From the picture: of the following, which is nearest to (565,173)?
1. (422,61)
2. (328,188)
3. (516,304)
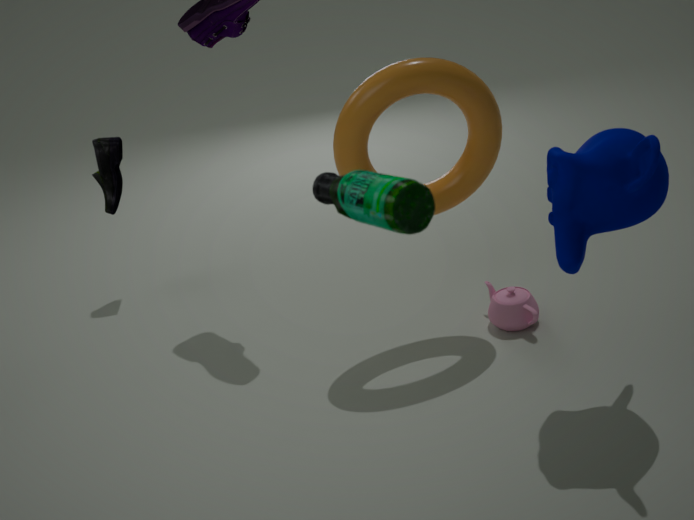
(422,61)
